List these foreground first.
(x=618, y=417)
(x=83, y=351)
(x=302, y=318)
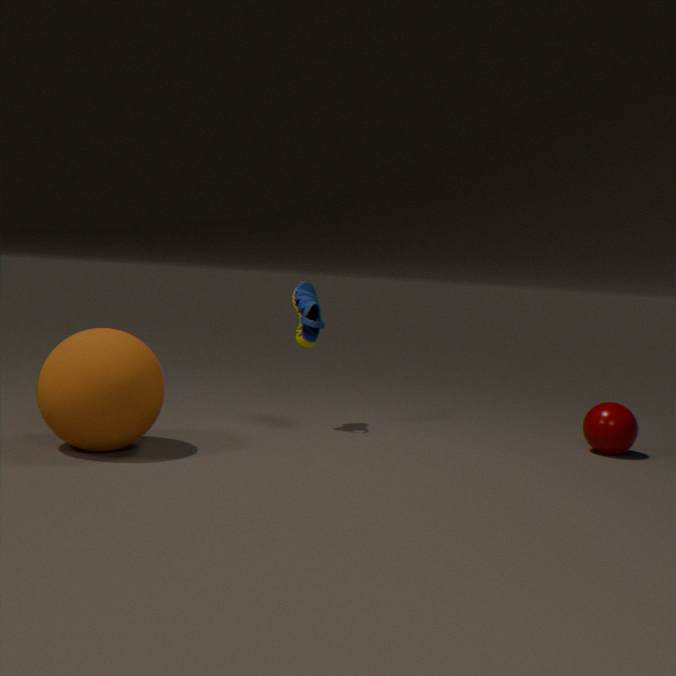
(x=83, y=351), (x=618, y=417), (x=302, y=318)
